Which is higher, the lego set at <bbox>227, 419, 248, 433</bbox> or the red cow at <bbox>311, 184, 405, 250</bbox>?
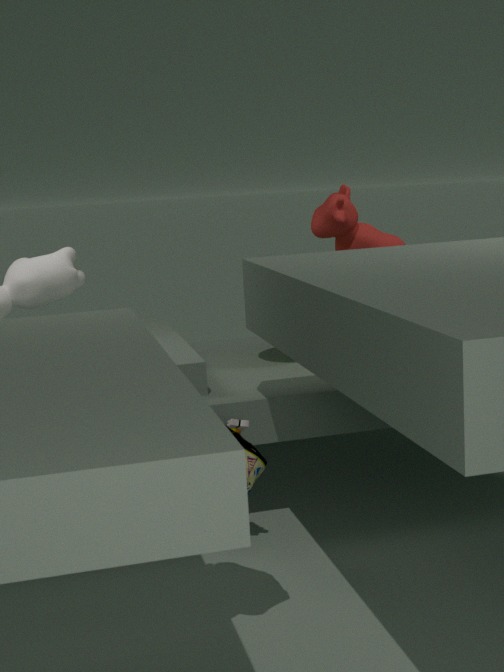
the red cow at <bbox>311, 184, 405, 250</bbox>
